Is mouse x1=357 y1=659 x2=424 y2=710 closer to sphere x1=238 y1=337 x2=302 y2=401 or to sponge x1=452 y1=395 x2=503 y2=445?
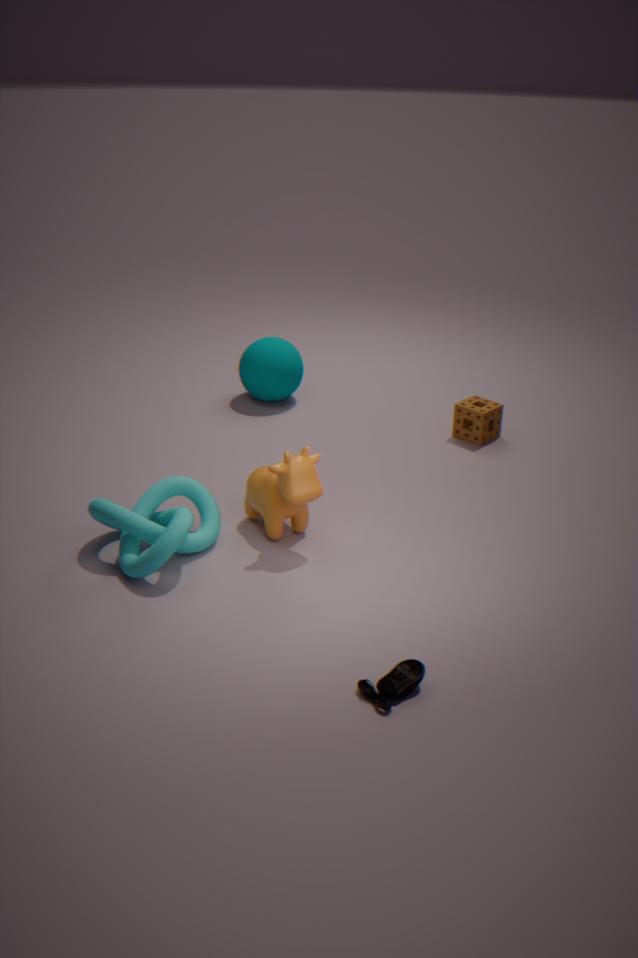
sponge x1=452 y1=395 x2=503 y2=445
